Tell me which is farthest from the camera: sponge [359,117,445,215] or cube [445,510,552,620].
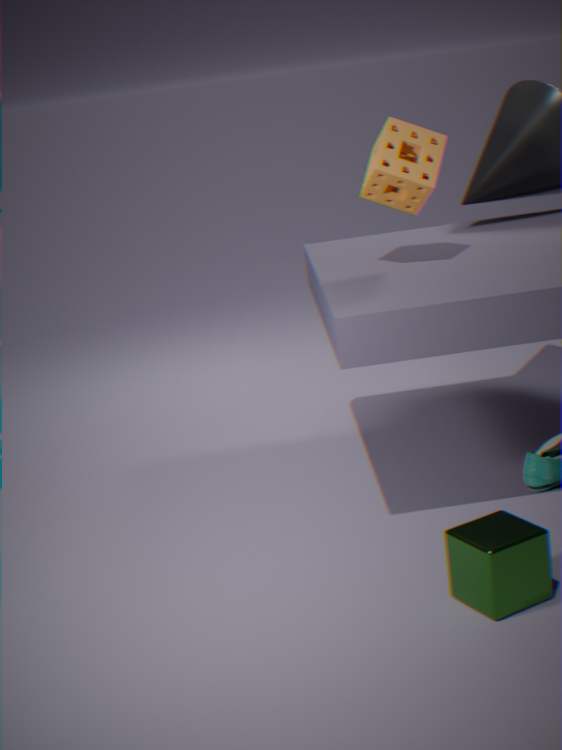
sponge [359,117,445,215]
